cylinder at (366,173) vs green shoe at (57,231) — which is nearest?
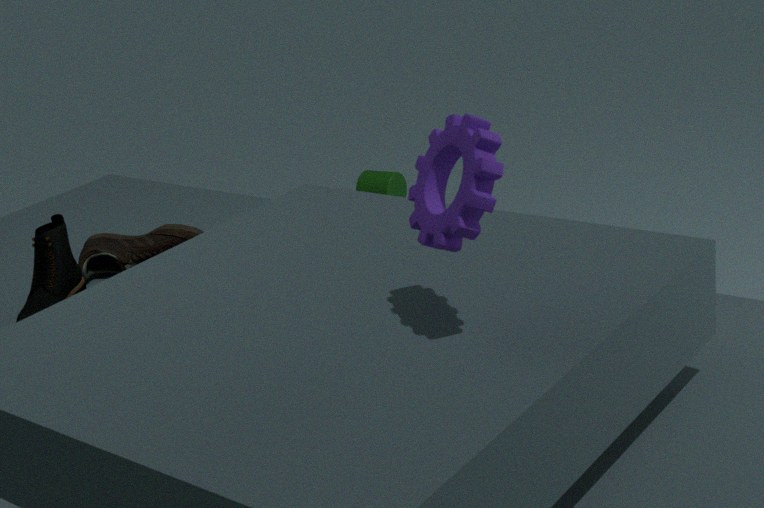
green shoe at (57,231)
